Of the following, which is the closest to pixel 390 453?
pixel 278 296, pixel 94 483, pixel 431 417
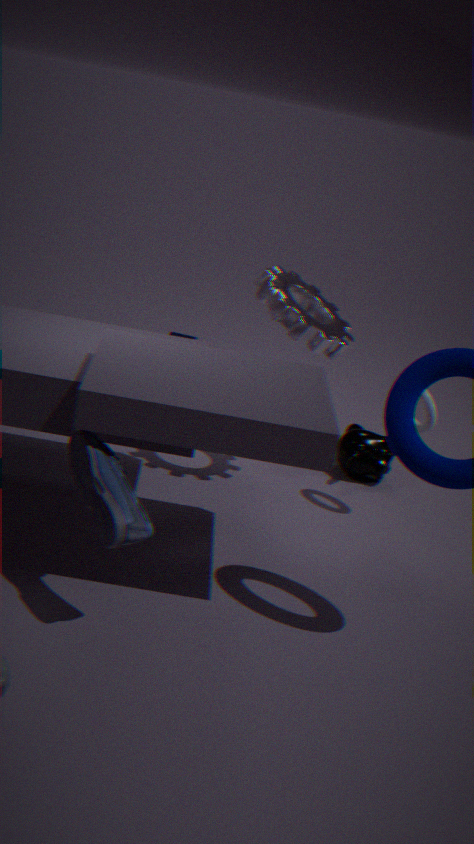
pixel 431 417
